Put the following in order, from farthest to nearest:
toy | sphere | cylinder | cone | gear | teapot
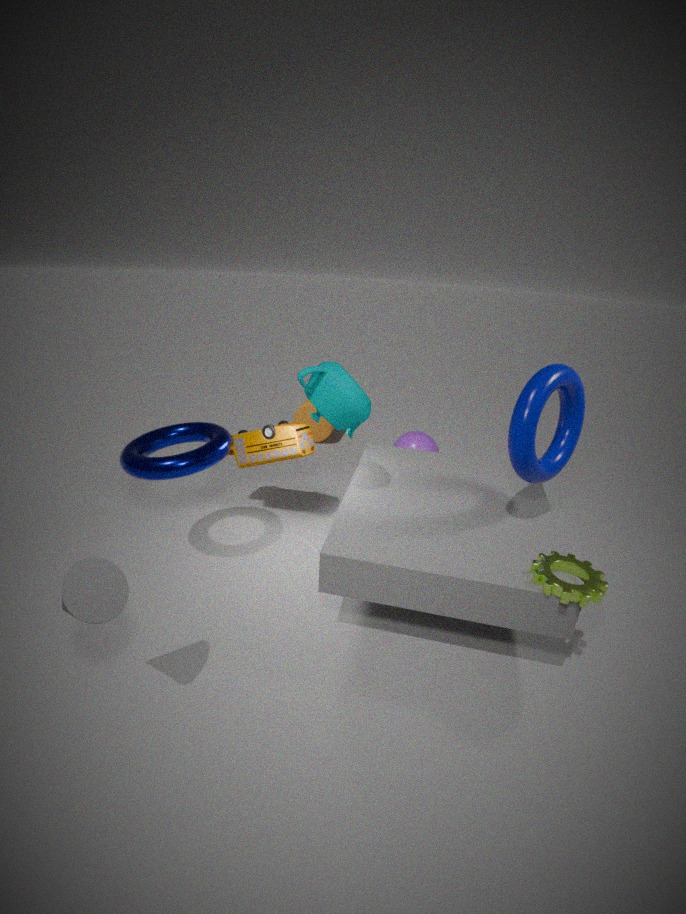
cylinder
sphere
toy
teapot
gear
cone
